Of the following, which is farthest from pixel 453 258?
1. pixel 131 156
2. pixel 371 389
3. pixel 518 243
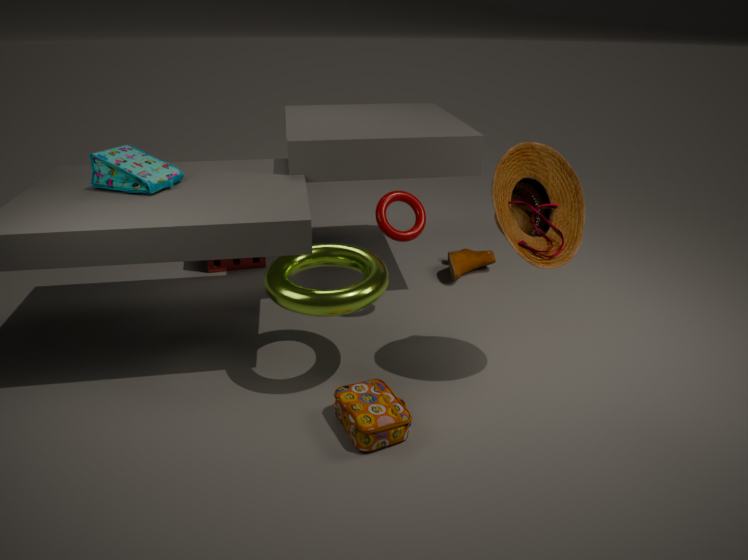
pixel 131 156
